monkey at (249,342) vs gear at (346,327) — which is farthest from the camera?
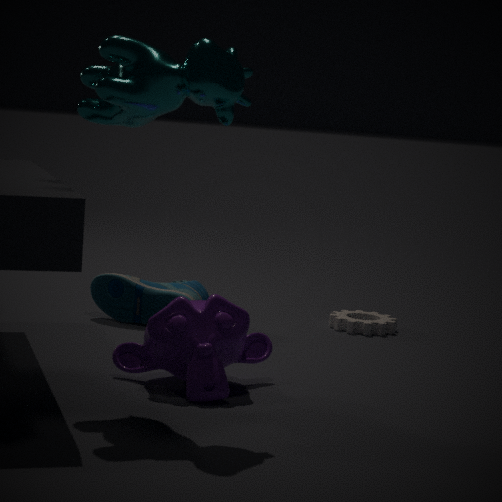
gear at (346,327)
